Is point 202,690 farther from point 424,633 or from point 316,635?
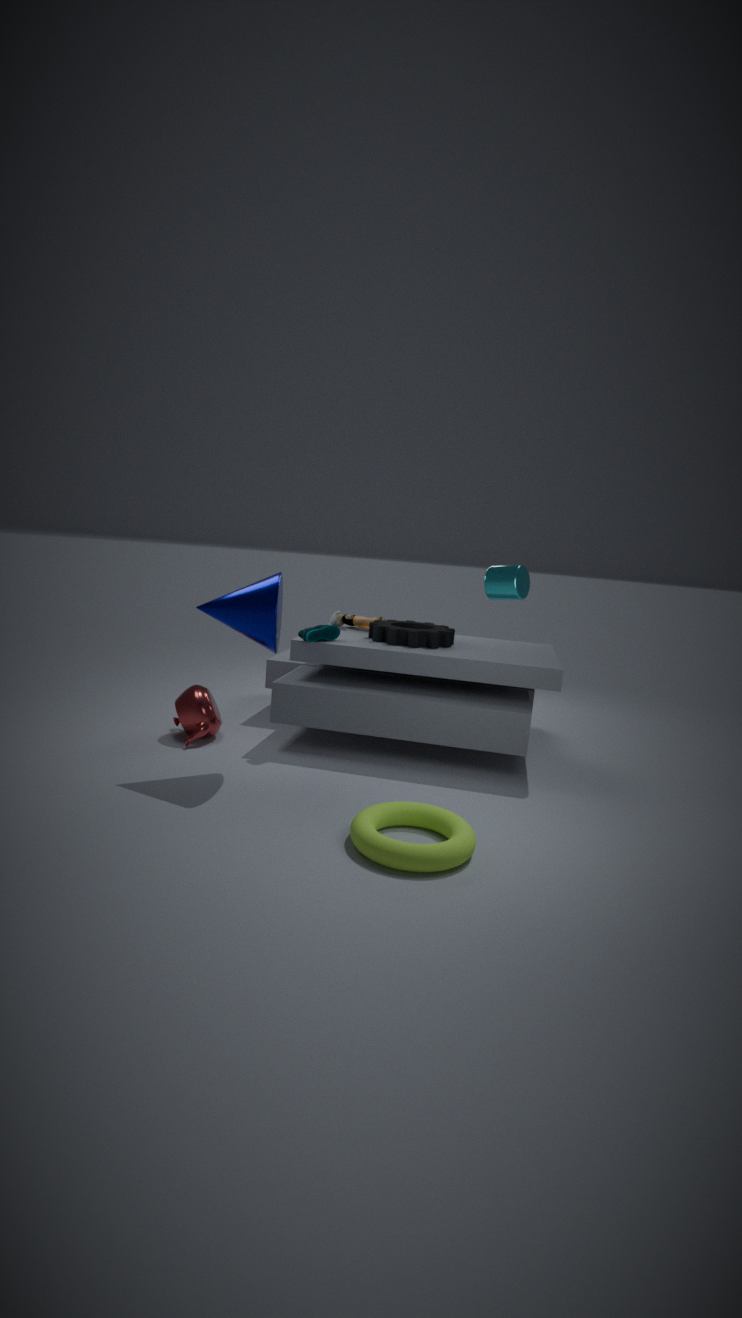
point 424,633
